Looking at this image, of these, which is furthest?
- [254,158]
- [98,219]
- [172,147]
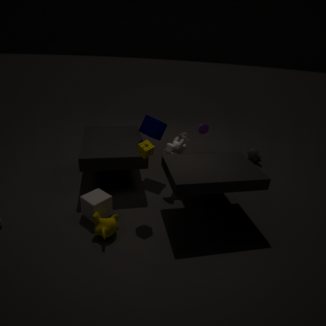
[254,158]
